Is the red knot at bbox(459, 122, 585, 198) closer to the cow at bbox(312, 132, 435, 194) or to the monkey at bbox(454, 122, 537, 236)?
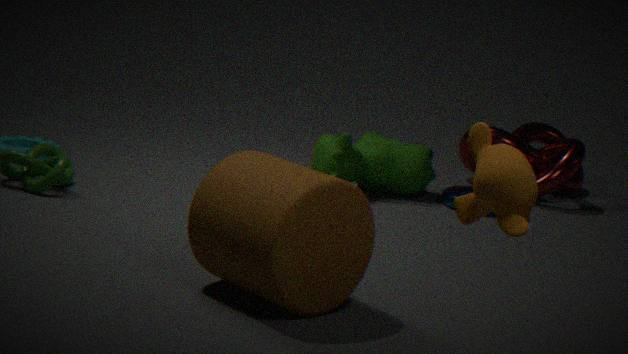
the cow at bbox(312, 132, 435, 194)
